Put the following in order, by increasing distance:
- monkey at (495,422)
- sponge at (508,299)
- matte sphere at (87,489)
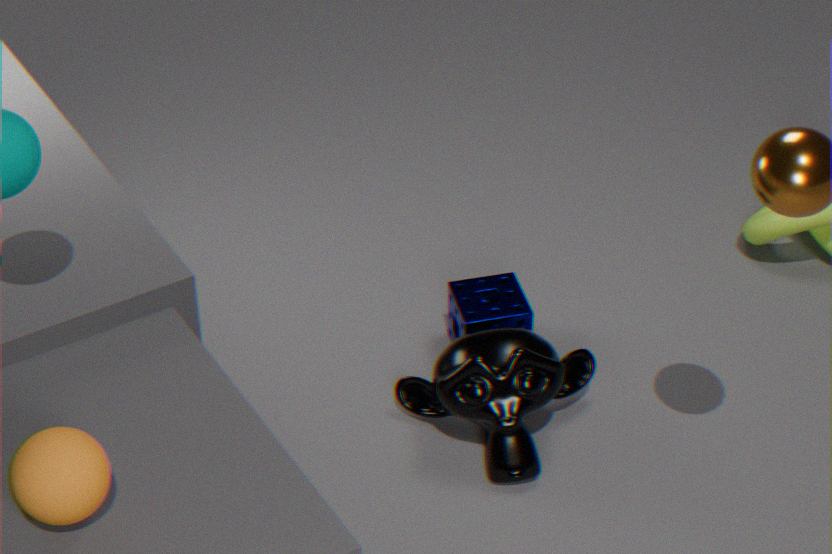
matte sphere at (87,489)
monkey at (495,422)
sponge at (508,299)
